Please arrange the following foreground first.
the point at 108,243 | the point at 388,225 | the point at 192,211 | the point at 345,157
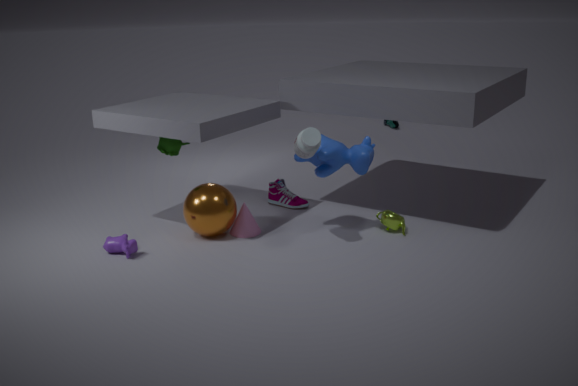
the point at 108,243 → the point at 345,157 → the point at 192,211 → the point at 388,225
